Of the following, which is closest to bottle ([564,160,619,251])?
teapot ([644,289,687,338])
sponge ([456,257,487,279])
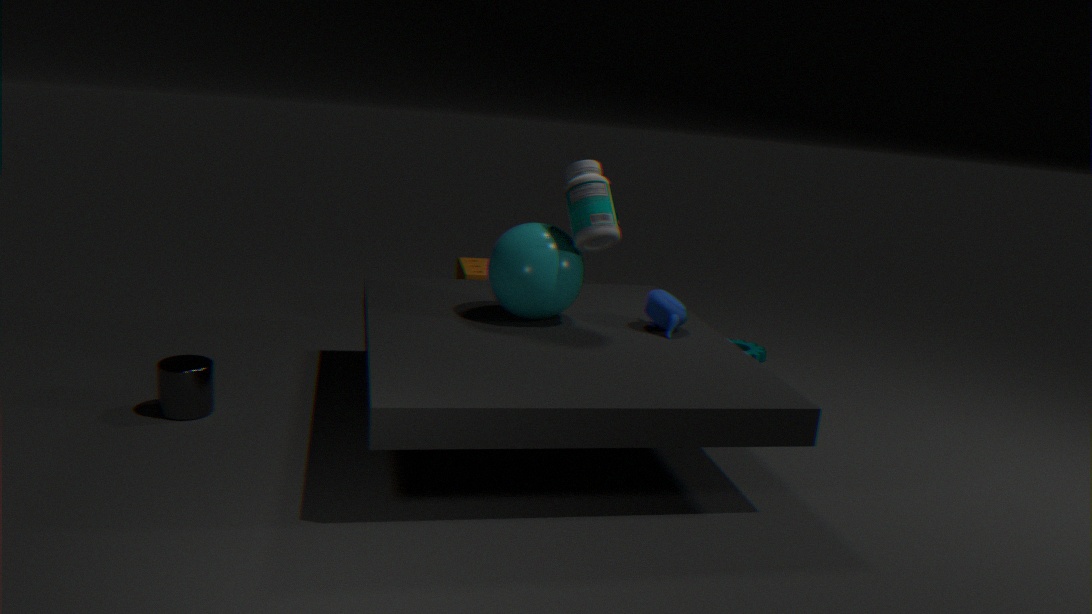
teapot ([644,289,687,338])
